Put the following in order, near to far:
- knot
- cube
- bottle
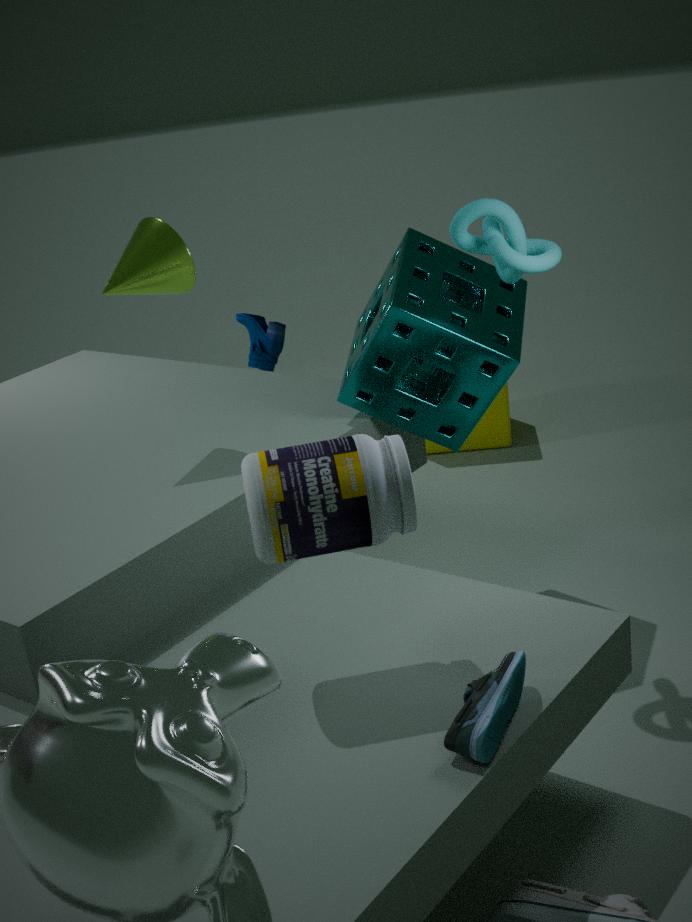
bottle → knot → cube
